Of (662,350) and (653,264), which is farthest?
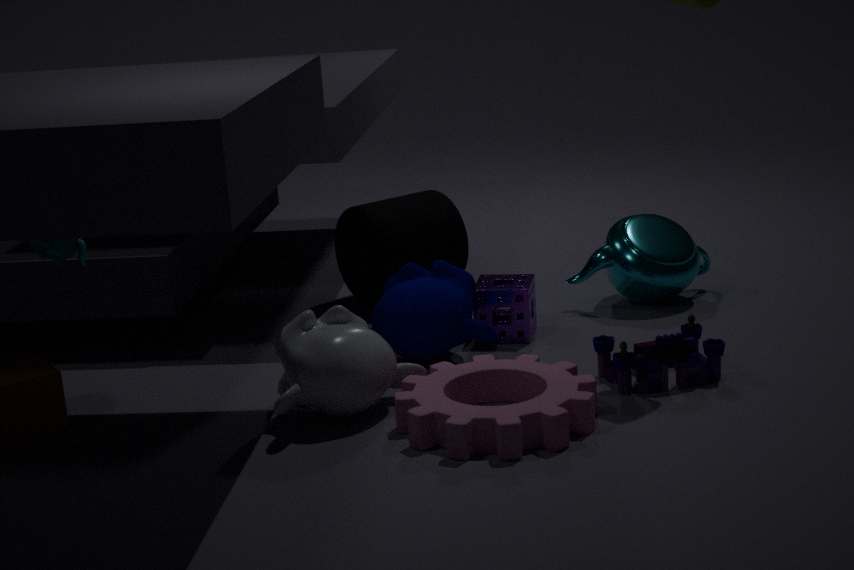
(653,264)
